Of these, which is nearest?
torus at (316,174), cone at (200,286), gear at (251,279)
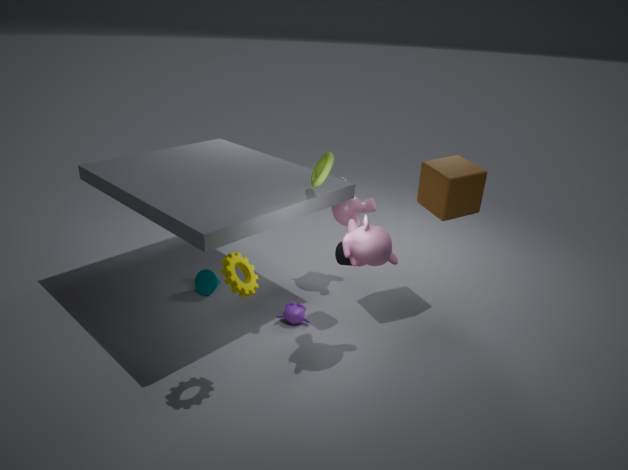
gear at (251,279)
